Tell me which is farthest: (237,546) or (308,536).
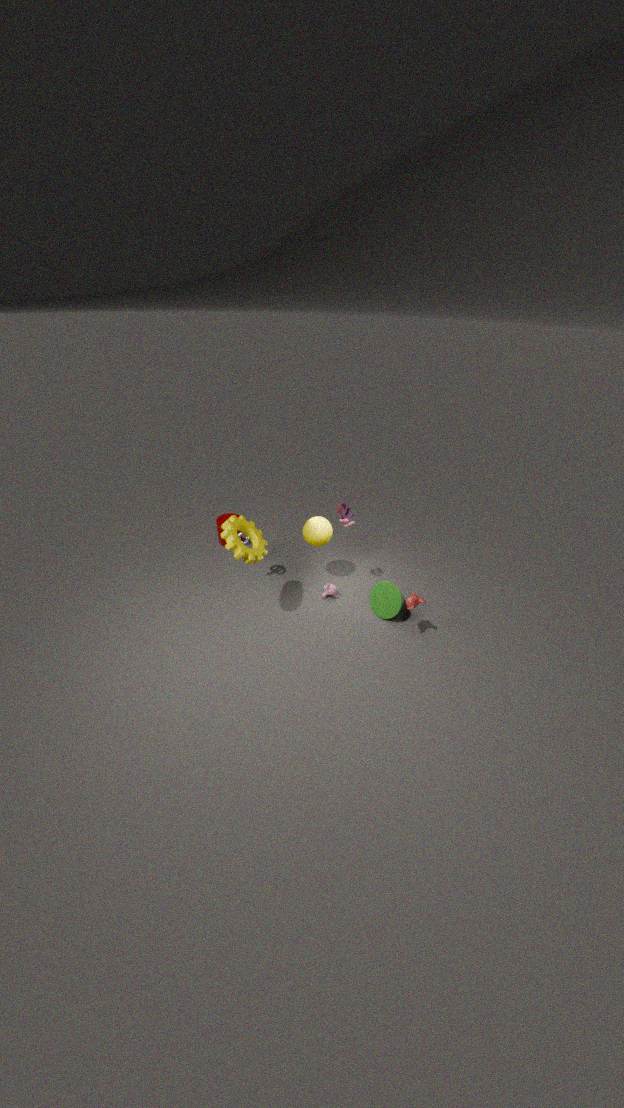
(308,536)
